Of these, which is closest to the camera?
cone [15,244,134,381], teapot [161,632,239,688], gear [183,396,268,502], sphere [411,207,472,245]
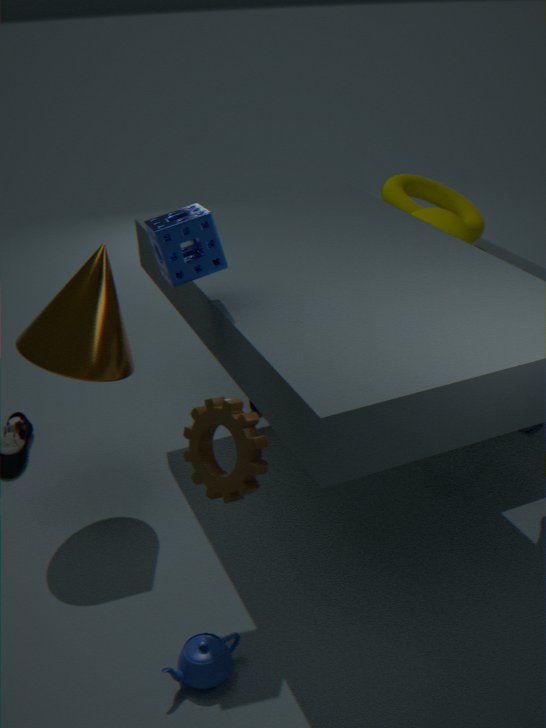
gear [183,396,268,502]
